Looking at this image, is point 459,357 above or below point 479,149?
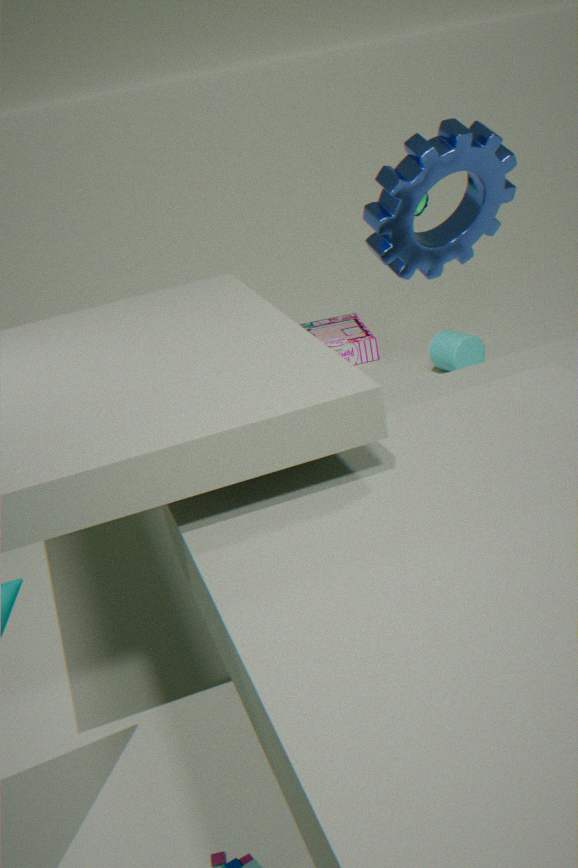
below
